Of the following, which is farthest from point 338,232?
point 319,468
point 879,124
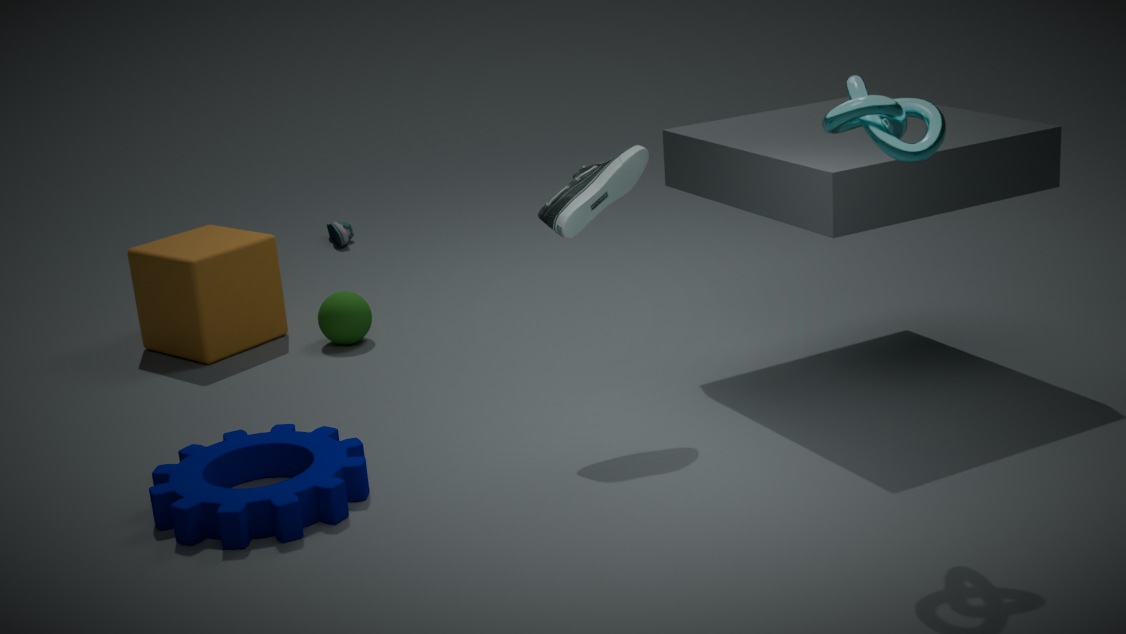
point 879,124
